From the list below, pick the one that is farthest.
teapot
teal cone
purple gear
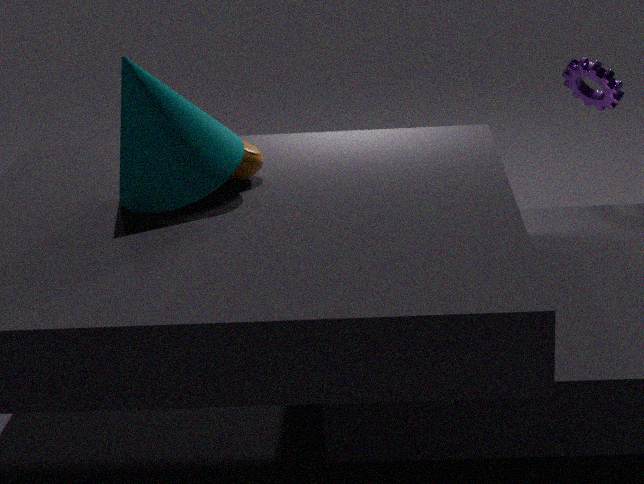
purple gear
